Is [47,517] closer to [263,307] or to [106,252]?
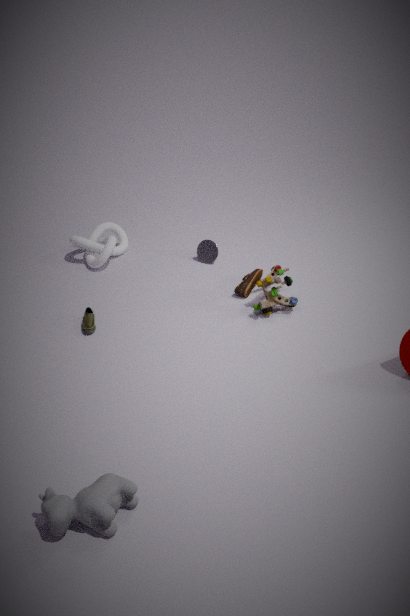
[263,307]
